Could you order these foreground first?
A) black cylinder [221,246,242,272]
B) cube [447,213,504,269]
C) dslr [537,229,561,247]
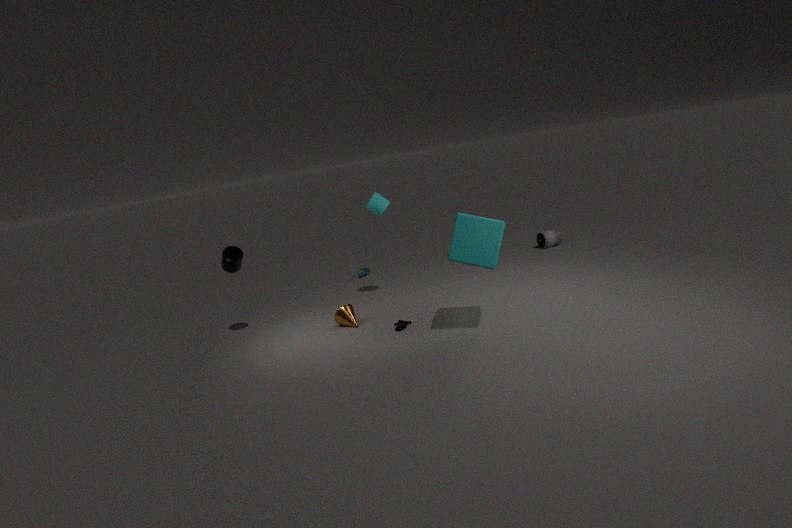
cube [447,213,504,269] → black cylinder [221,246,242,272] → dslr [537,229,561,247]
